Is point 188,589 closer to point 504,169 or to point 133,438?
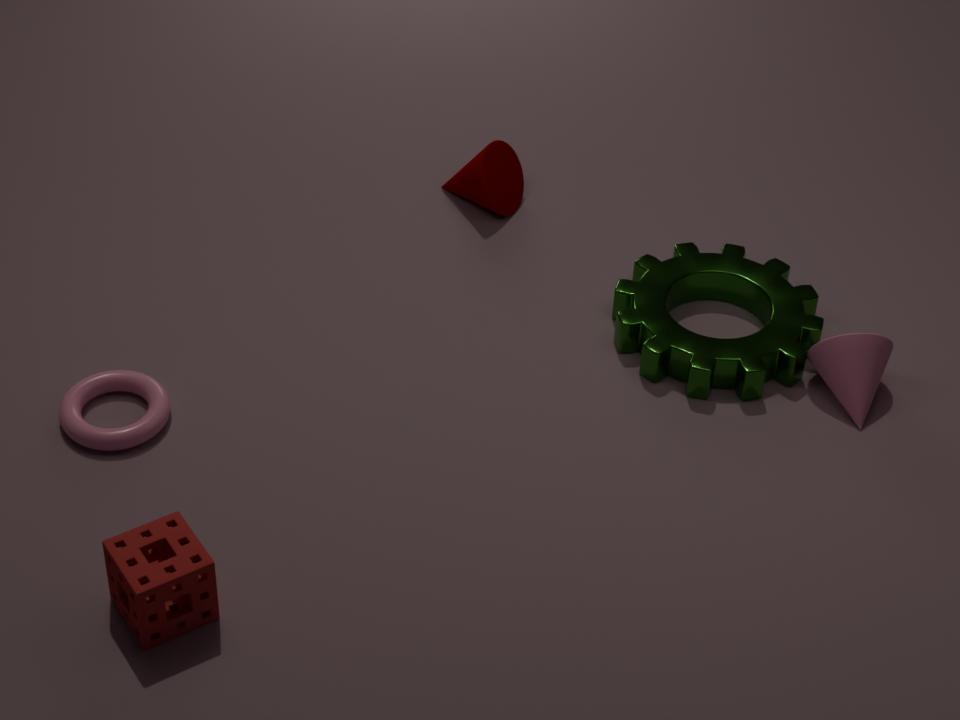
point 133,438
